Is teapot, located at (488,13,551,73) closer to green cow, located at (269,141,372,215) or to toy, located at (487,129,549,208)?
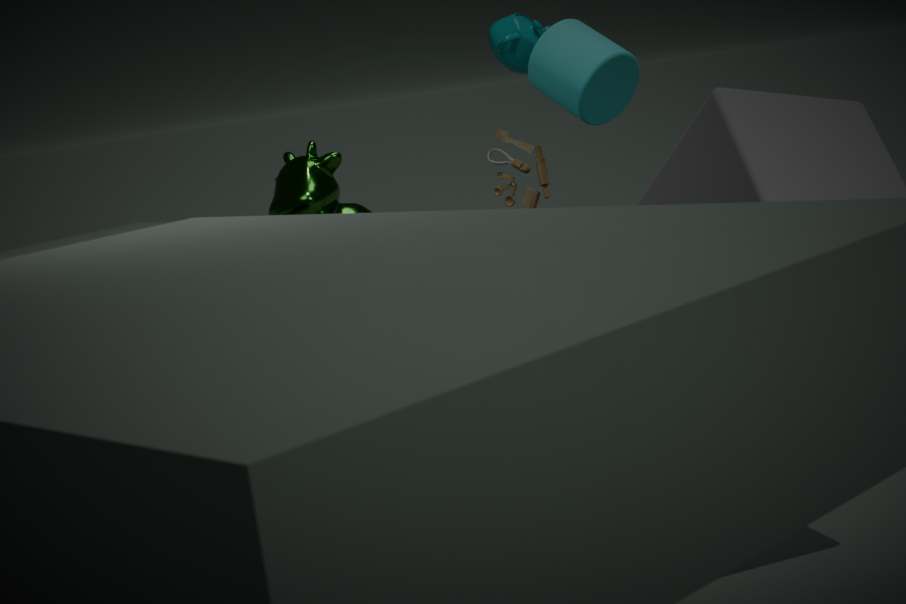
green cow, located at (269,141,372,215)
